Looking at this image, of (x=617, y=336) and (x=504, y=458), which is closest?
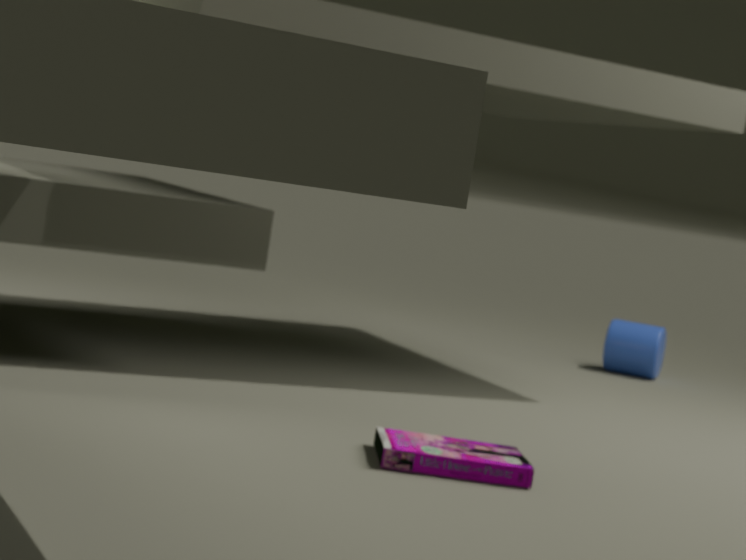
(x=504, y=458)
